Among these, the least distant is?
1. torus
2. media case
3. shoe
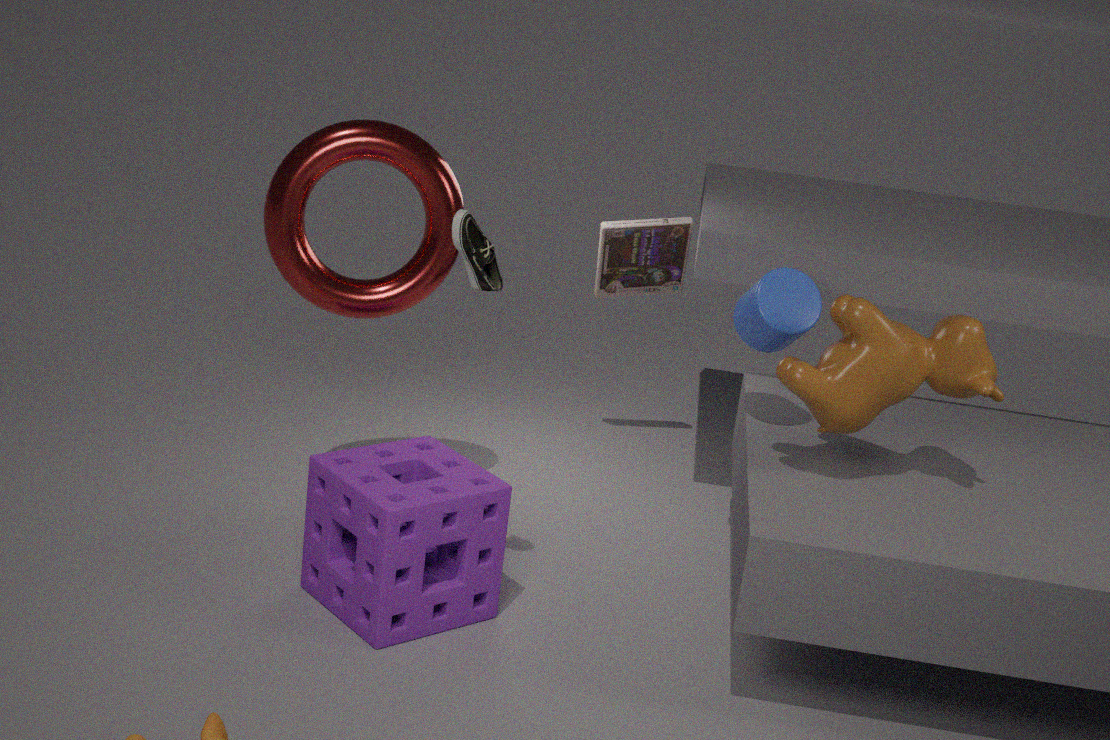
shoe
